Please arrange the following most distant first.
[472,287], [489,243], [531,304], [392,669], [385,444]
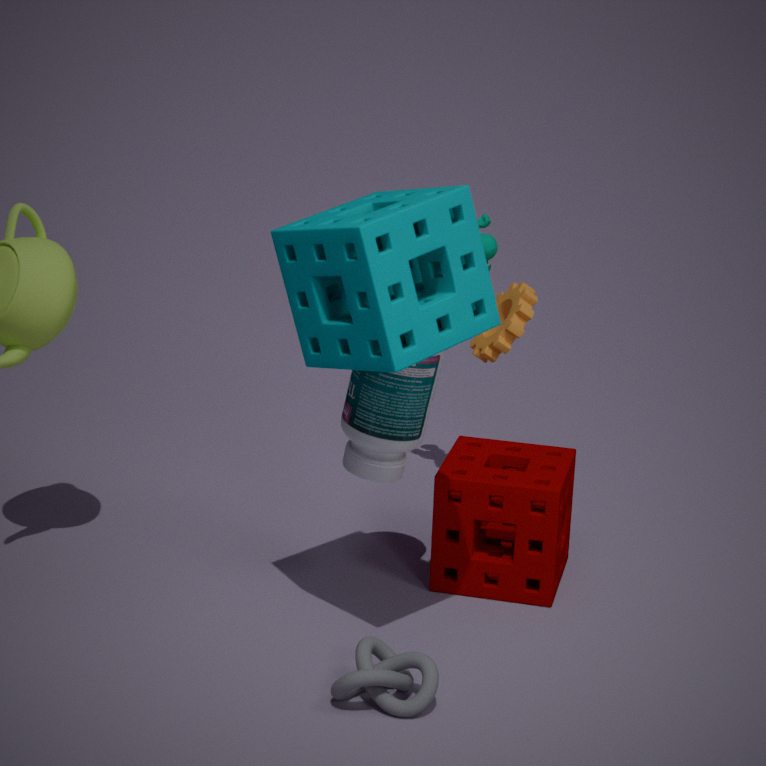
[531,304] → [489,243] → [385,444] → [392,669] → [472,287]
